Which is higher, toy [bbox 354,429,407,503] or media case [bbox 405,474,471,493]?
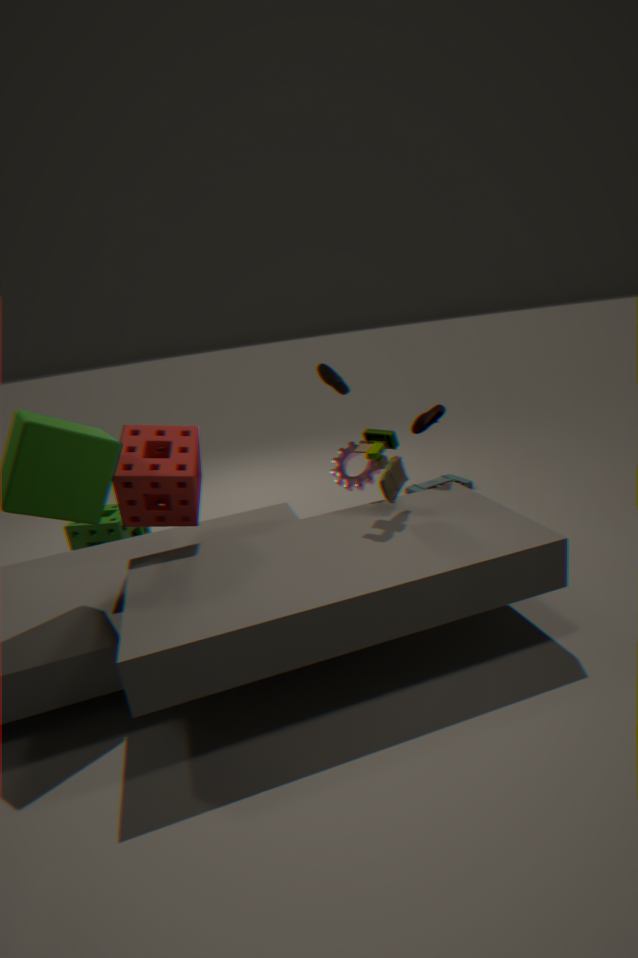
toy [bbox 354,429,407,503]
